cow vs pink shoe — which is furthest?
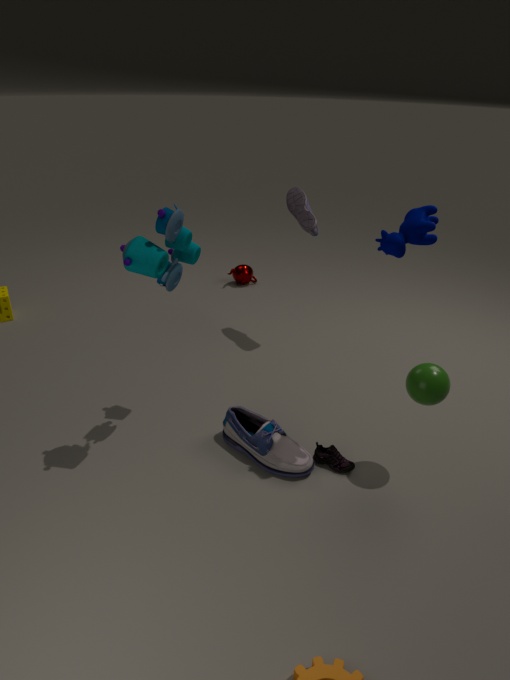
pink shoe
